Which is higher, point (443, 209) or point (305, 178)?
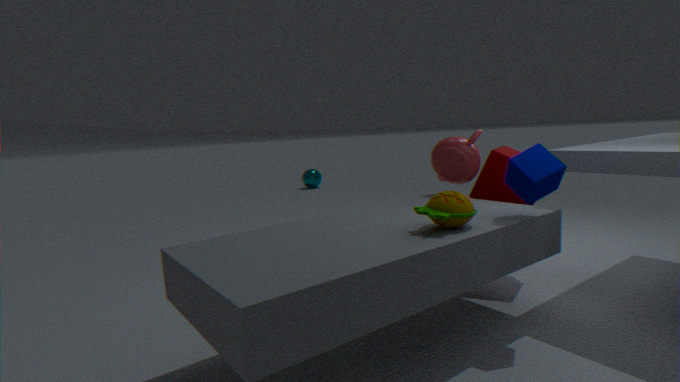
point (443, 209)
